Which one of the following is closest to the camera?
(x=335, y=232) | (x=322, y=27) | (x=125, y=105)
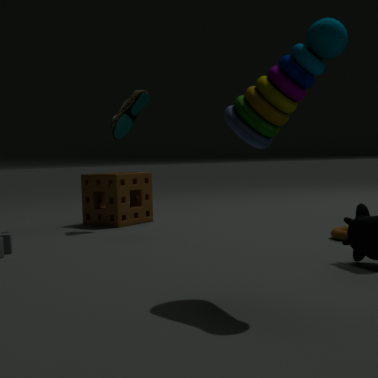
(x=322, y=27)
